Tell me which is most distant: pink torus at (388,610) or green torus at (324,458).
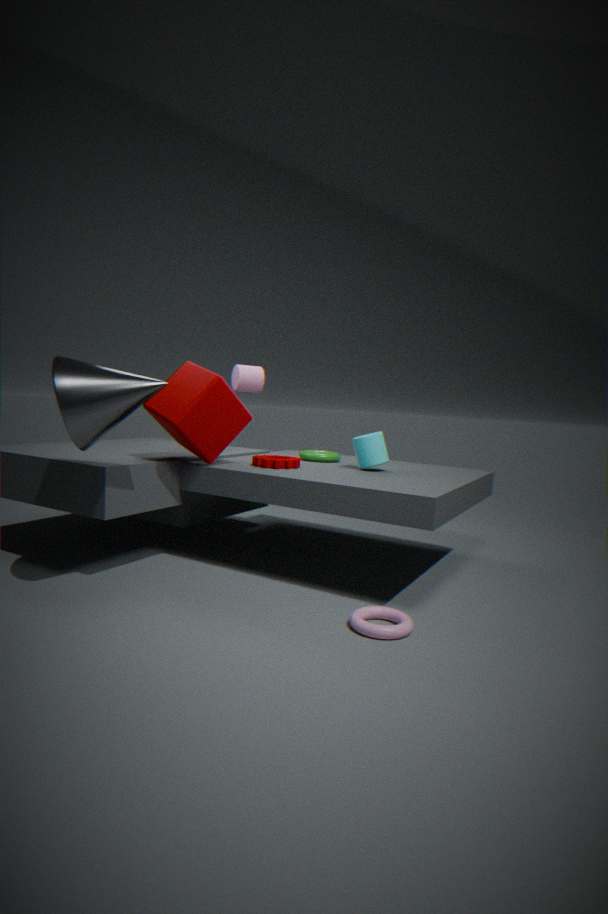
green torus at (324,458)
